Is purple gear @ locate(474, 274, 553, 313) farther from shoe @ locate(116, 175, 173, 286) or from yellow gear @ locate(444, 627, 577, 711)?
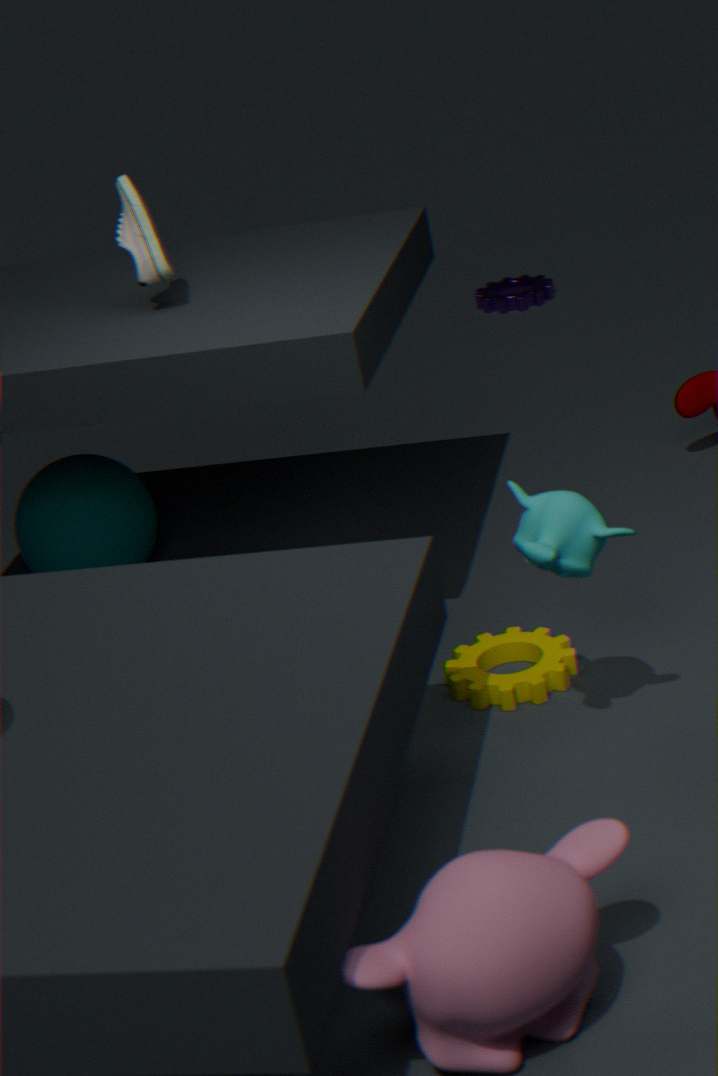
yellow gear @ locate(444, 627, 577, 711)
